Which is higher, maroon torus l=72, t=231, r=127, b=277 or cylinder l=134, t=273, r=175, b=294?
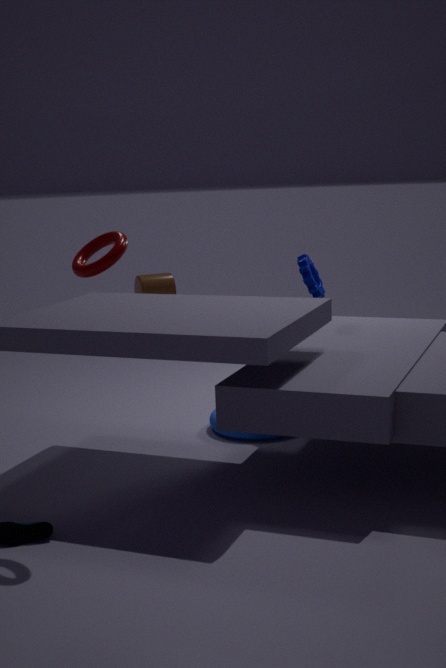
maroon torus l=72, t=231, r=127, b=277
